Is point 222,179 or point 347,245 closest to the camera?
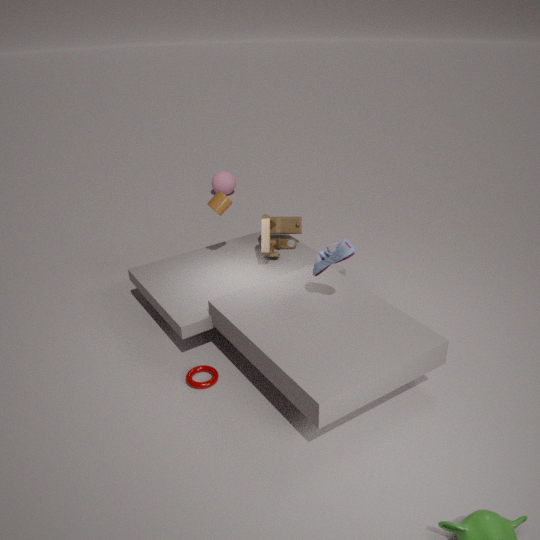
point 347,245
